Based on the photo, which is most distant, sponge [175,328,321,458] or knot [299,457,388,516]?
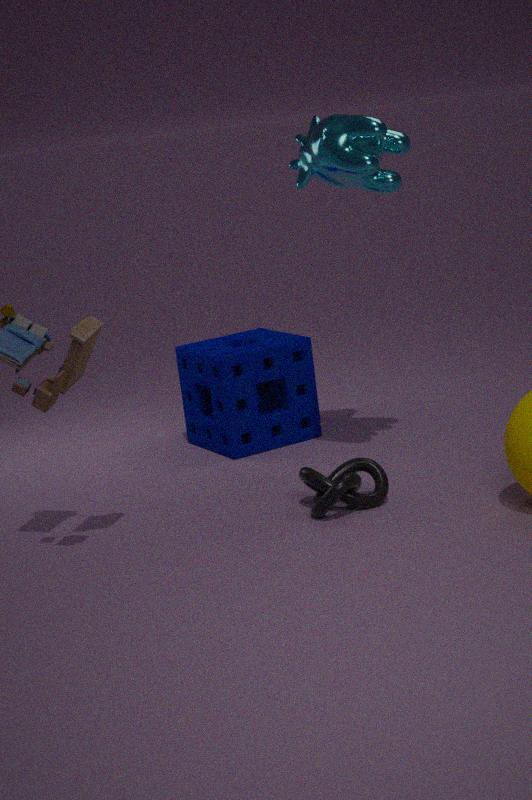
sponge [175,328,321,458]
